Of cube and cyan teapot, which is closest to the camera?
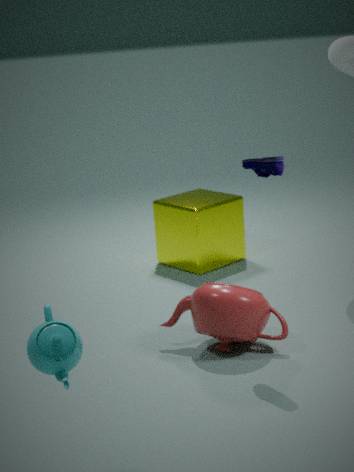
cyan teapot
